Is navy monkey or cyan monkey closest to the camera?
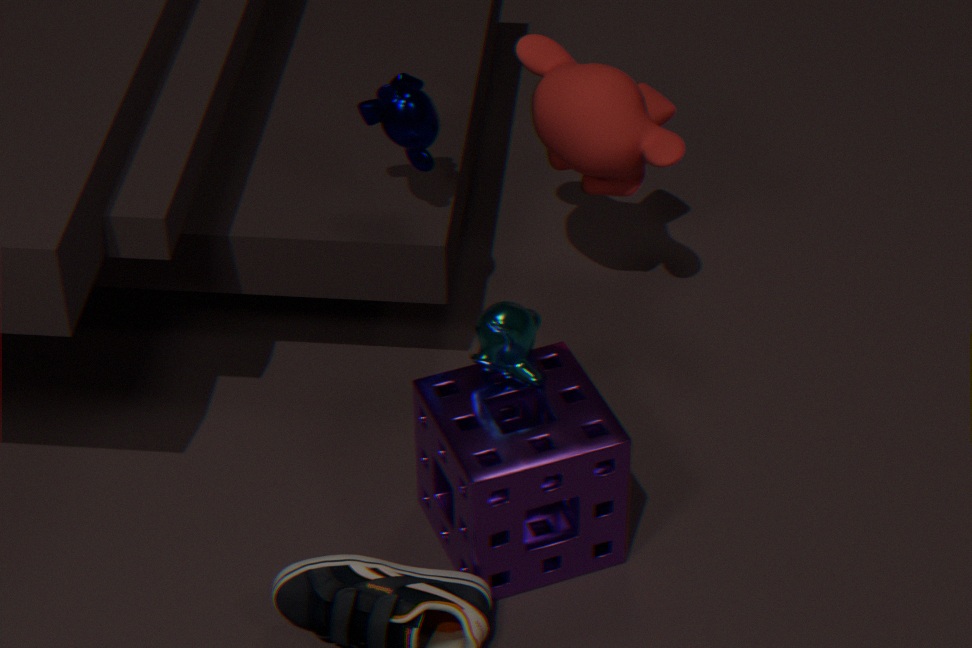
cyan monkey
